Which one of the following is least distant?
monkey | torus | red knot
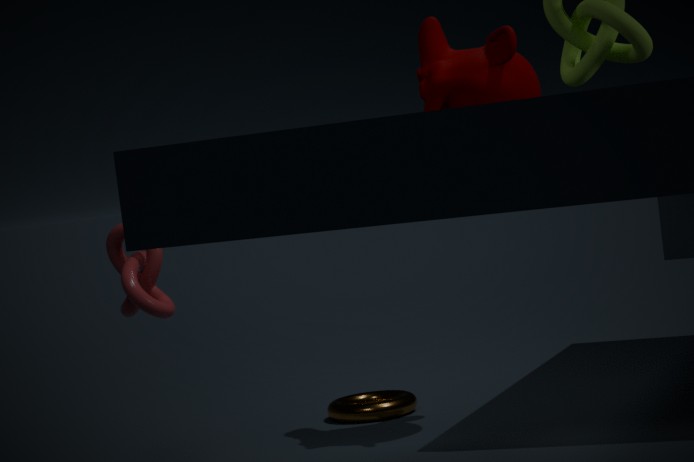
red knot
